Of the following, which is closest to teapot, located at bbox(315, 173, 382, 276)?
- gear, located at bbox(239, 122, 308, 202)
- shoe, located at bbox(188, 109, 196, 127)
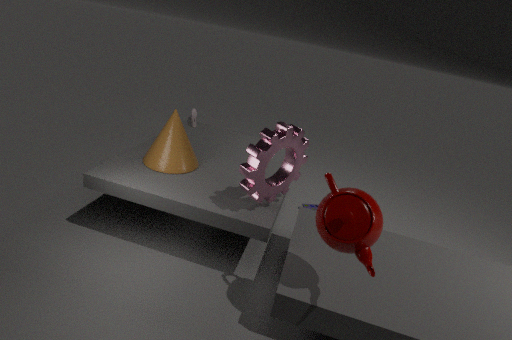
gear, located at bbox(239, 122, 308, 202)
